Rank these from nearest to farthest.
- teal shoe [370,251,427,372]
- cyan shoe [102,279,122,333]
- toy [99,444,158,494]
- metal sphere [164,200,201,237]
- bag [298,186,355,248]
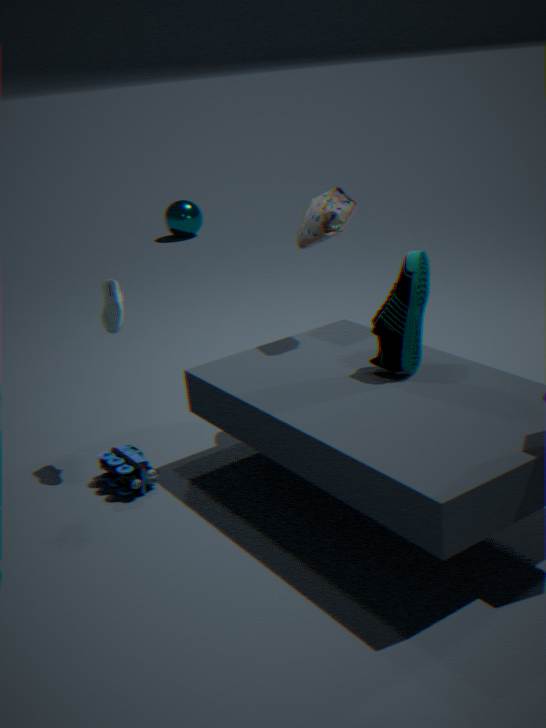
teal shoe [370,251,427,372] < toy [99,444,158,494] < cyan shoe [102,279,122,333] < bag [298,186,355,248] < metal sphere [164,200,201,237]
